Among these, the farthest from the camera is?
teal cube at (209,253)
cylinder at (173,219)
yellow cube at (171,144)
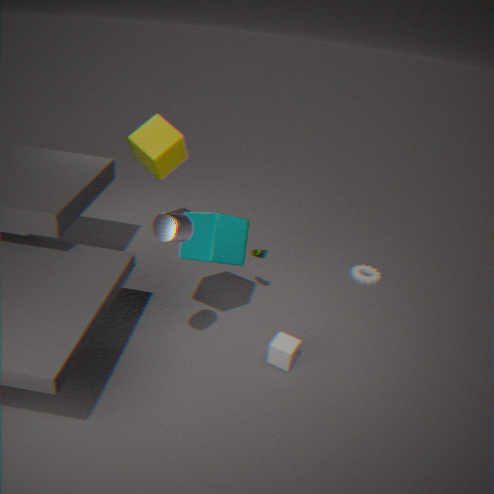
yellow cube at (171,144)
